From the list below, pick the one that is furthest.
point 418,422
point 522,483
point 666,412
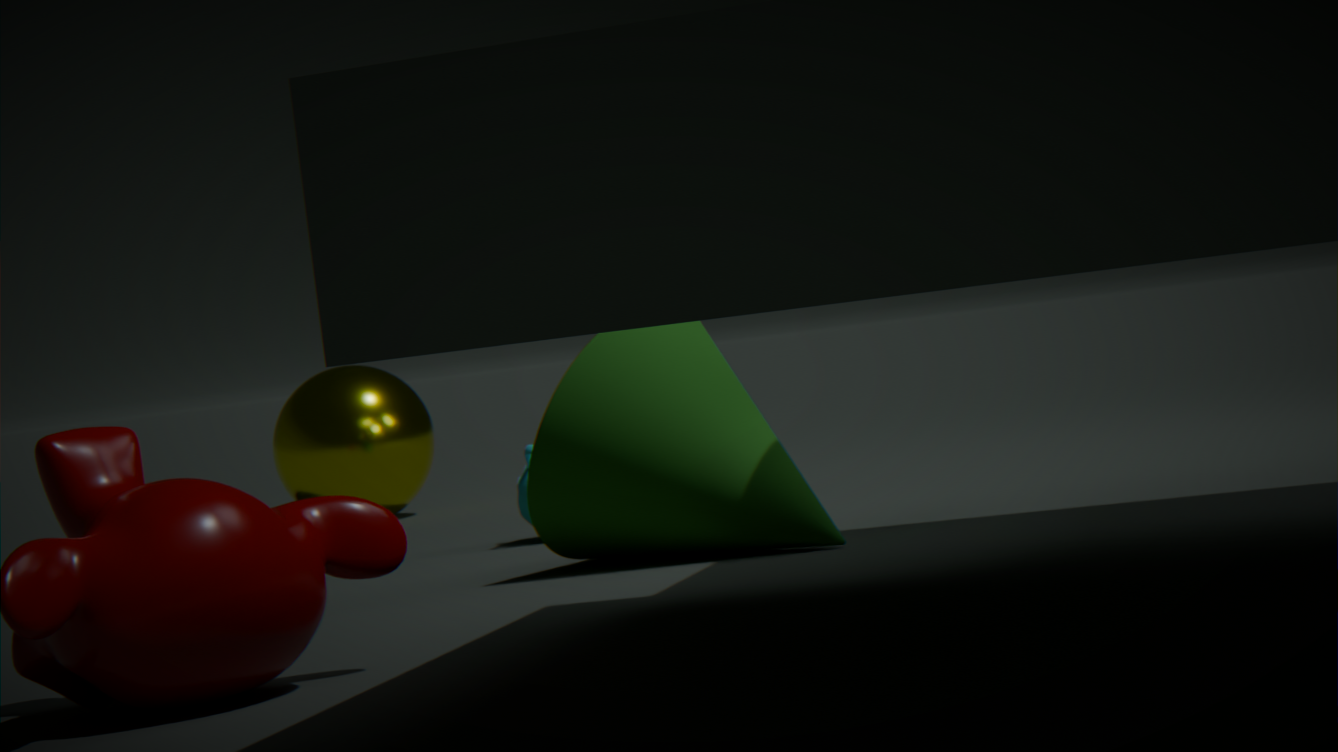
point 418,422
